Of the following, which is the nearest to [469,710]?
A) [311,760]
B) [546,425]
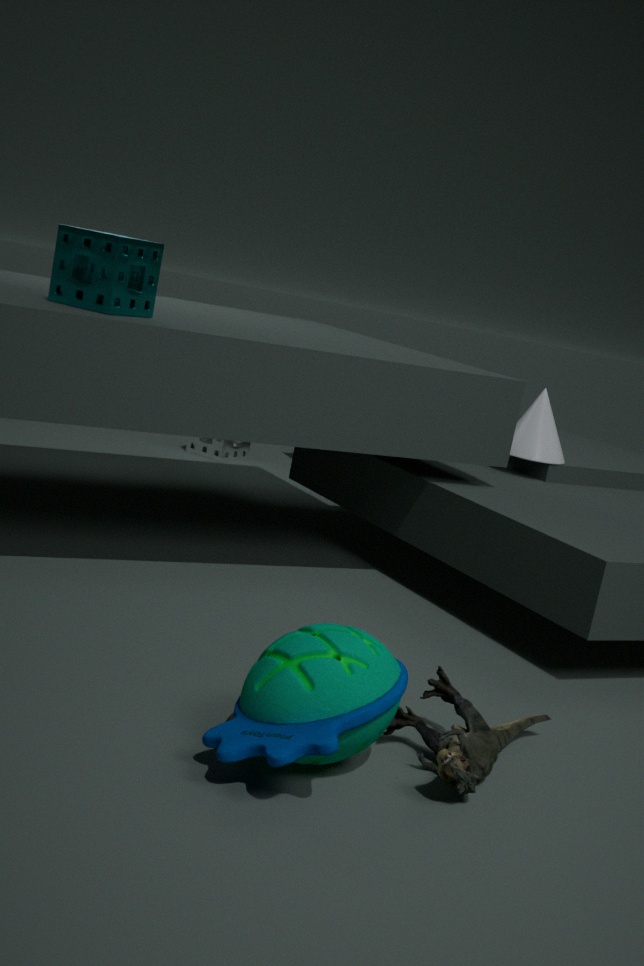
[311,760]
